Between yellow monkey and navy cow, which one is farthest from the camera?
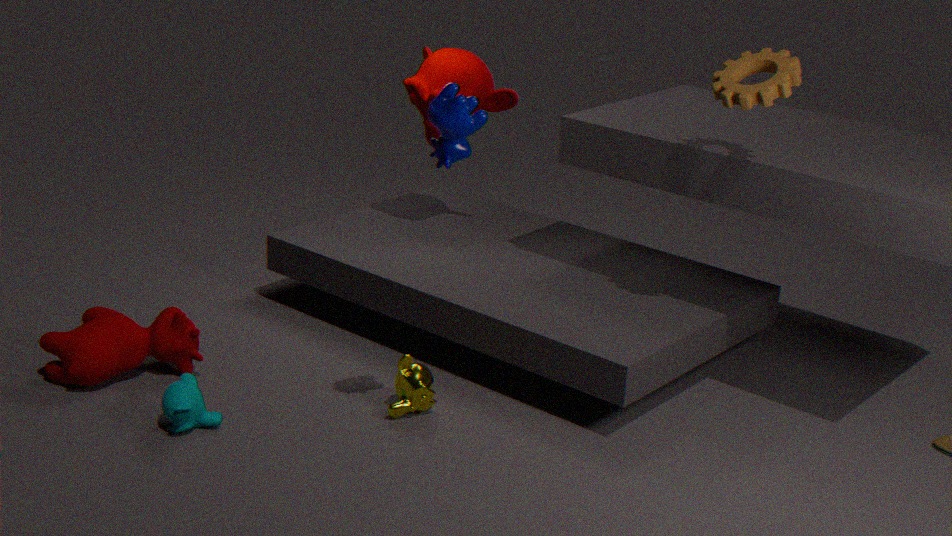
yellow monkey
